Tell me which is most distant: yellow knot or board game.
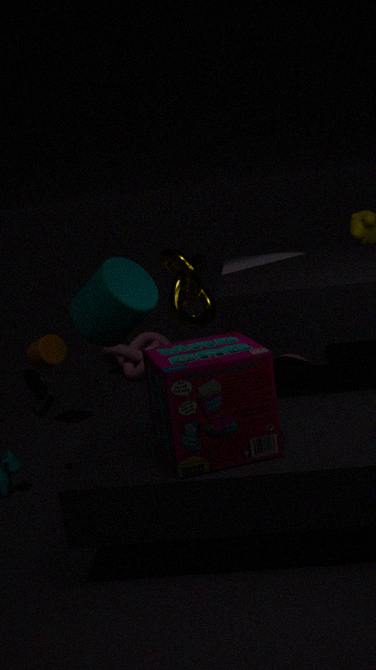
yellow knot
